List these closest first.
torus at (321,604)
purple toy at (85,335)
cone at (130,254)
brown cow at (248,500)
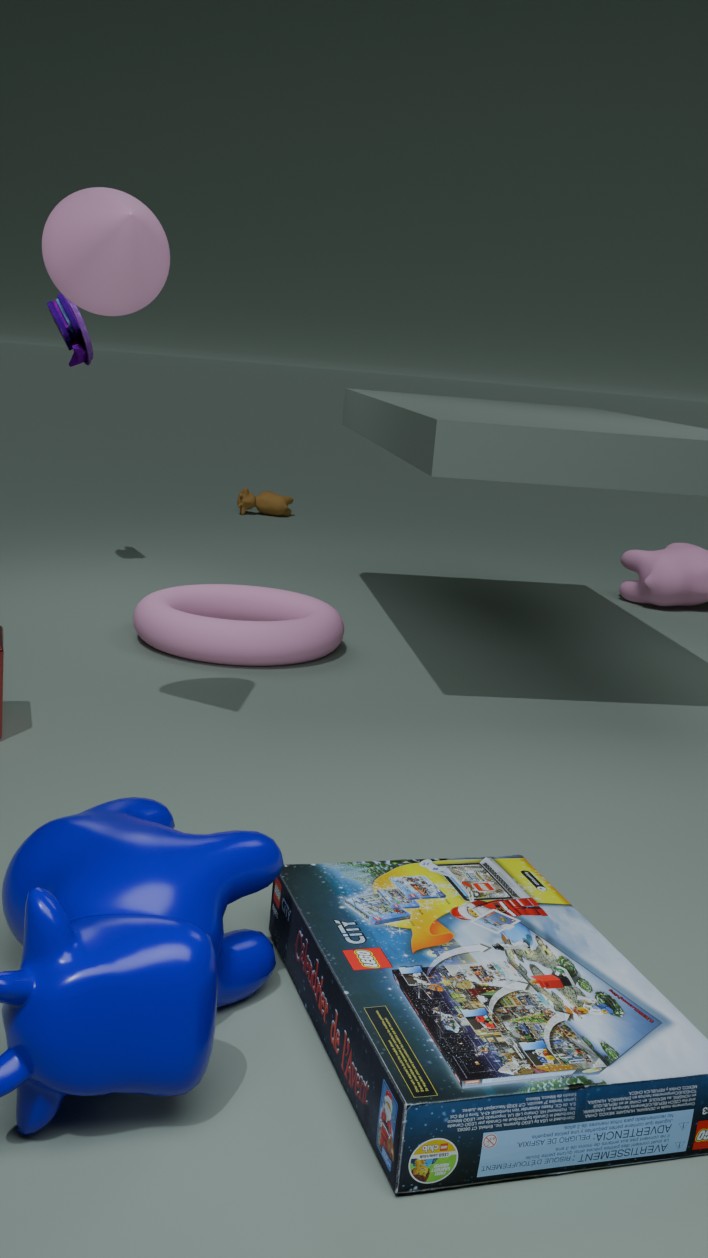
1. cone at (130,254)
2. torus at (321,604)
3. purple toy at (85,335)
4. brown cow at (248,500)
